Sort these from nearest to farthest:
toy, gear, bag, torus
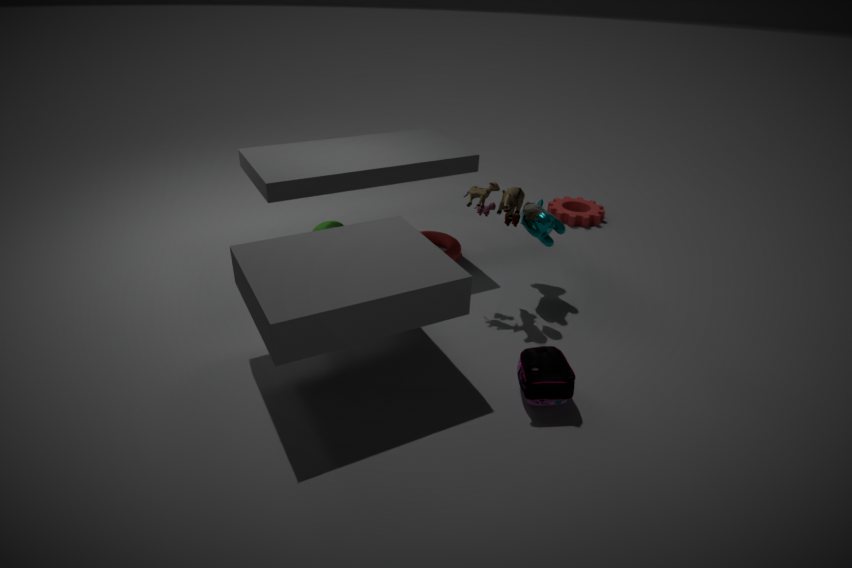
bag < toy < torus < gear
